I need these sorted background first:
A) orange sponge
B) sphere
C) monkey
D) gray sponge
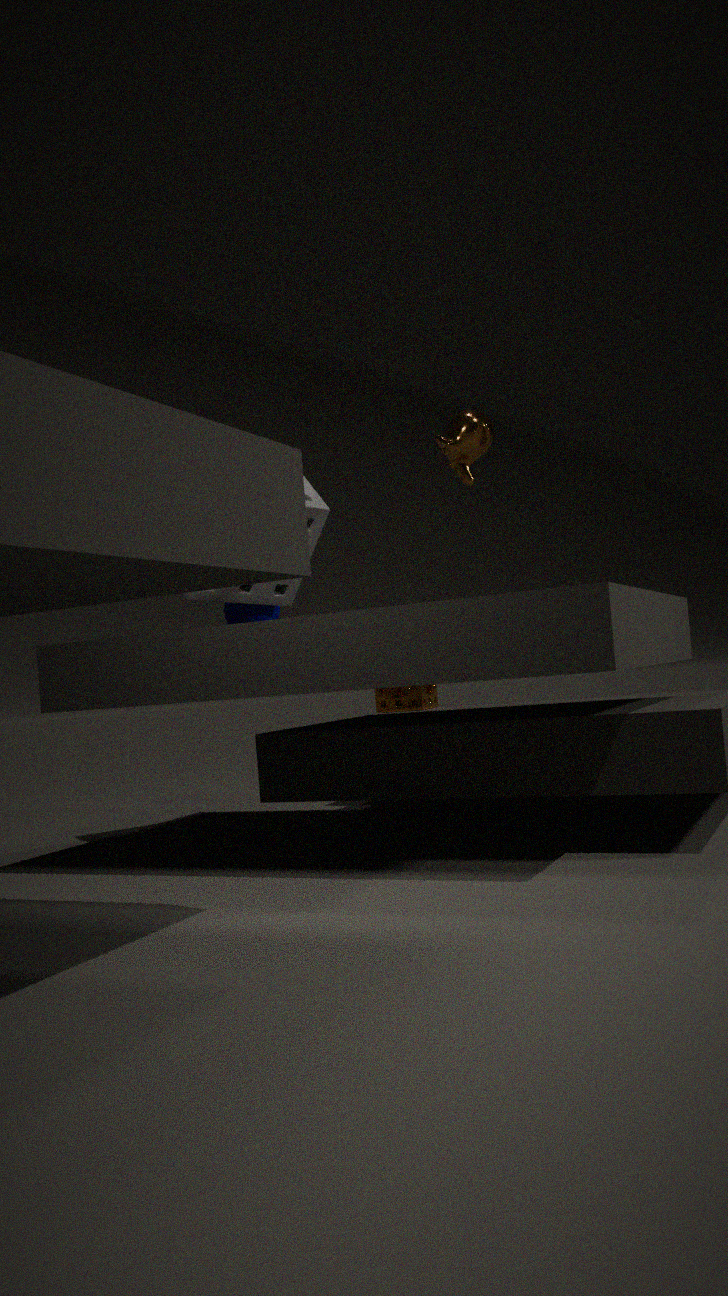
1. orange sponge
2. sphere
3. gray sponge
4. monkey
